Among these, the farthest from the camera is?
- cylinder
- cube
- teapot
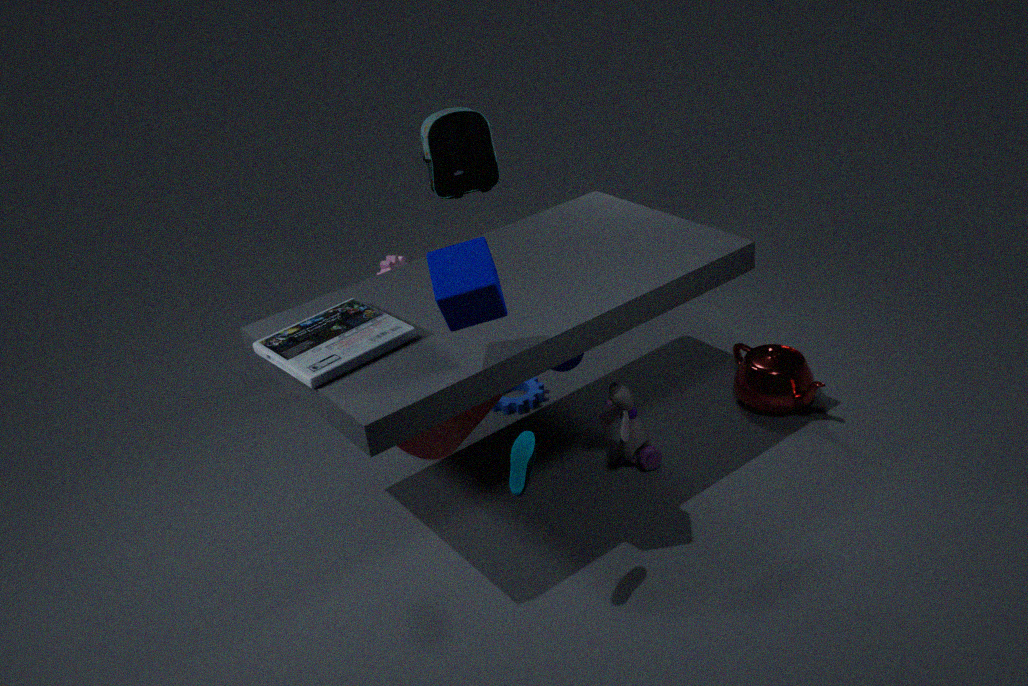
teapot
